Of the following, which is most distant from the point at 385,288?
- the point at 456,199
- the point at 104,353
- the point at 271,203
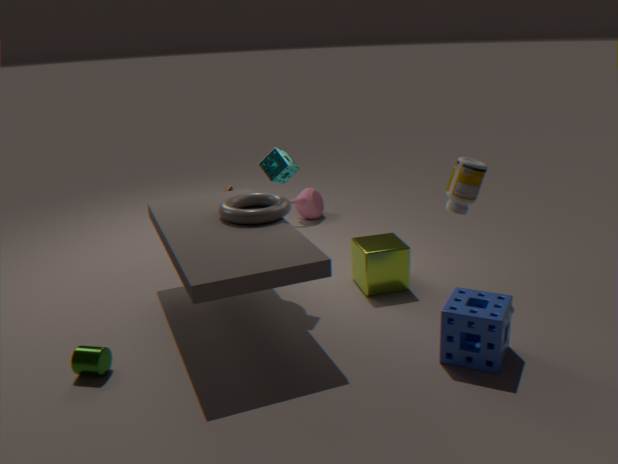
the point at 104,353
